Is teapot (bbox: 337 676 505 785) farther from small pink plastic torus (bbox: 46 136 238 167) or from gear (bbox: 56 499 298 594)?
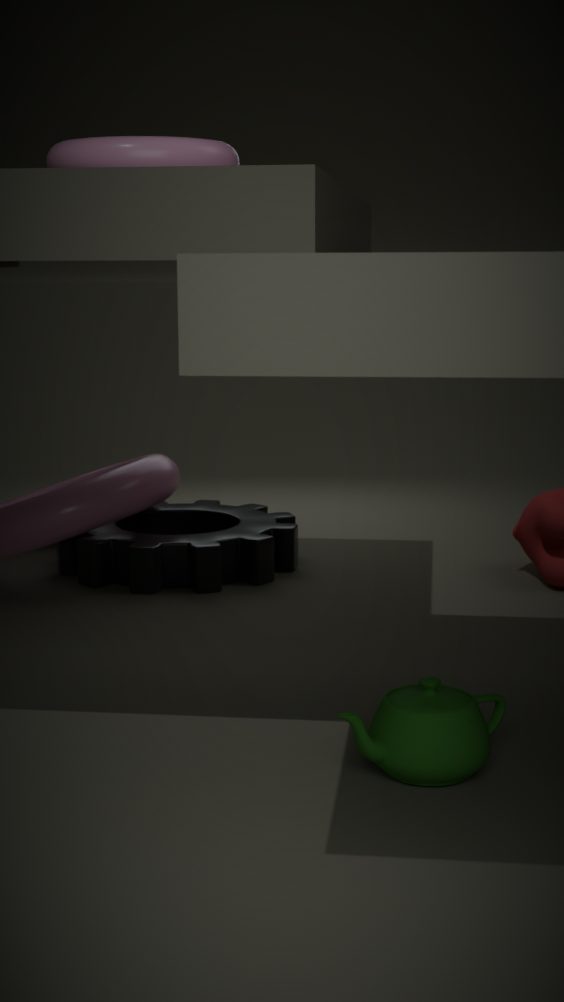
gear (bbox: 56 499 298 594)
